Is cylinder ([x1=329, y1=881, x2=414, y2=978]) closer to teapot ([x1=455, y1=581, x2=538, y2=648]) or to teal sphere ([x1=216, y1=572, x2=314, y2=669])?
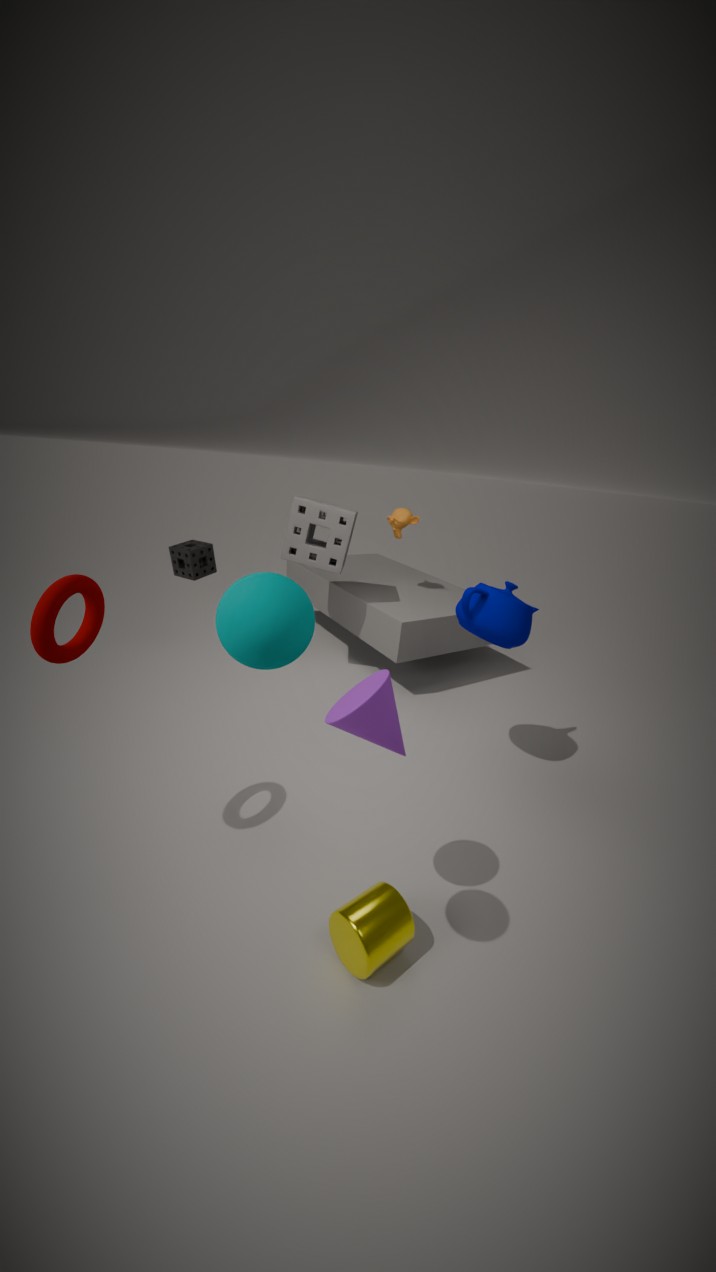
teal sphere ([x1=216, y1=572, x2=314, y2=669])
